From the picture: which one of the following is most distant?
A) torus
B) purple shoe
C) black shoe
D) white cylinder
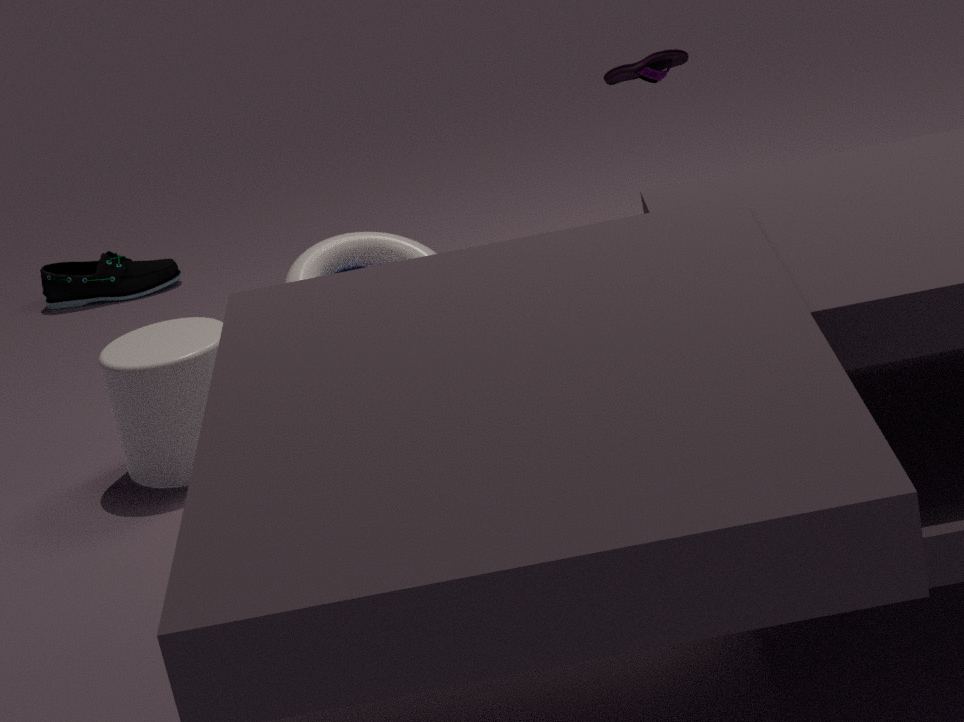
C. black shoe
